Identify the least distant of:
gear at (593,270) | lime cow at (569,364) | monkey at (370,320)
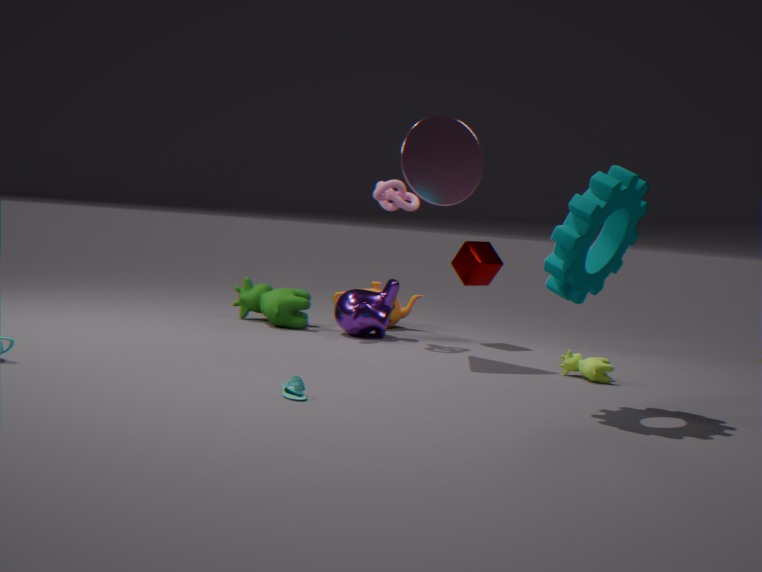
gear at (593,270)
